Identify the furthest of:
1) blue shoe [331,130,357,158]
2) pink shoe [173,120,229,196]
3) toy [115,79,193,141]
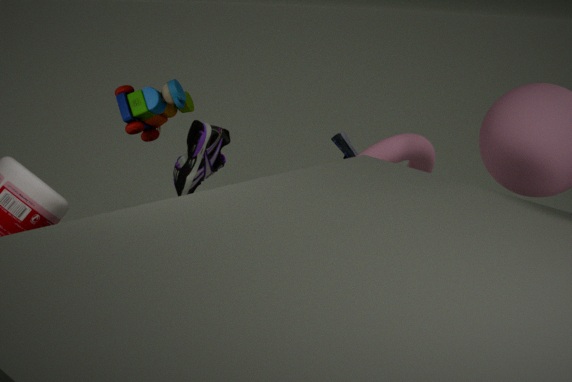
1. blue shoe [331,130,357,158]
